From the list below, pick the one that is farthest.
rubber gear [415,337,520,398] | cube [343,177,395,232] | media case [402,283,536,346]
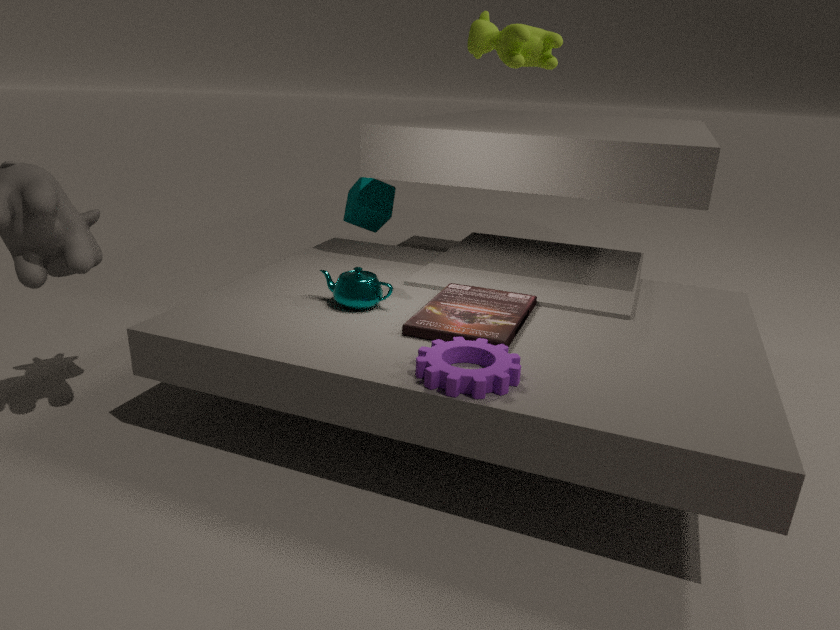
cube [343,177,395,232]
